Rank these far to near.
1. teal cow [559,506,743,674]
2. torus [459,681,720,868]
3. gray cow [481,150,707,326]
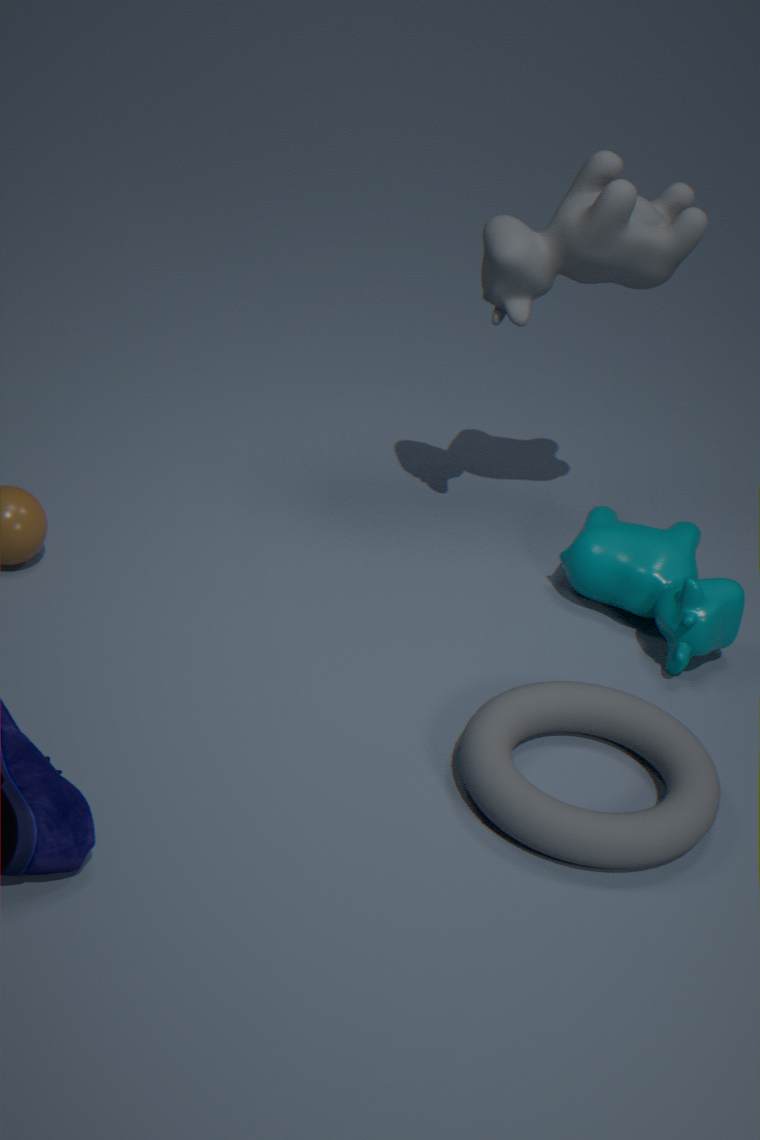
teal cow [559,506,743,674]
gray cow [481,150,707,326]
torus [459,681,720,868]
